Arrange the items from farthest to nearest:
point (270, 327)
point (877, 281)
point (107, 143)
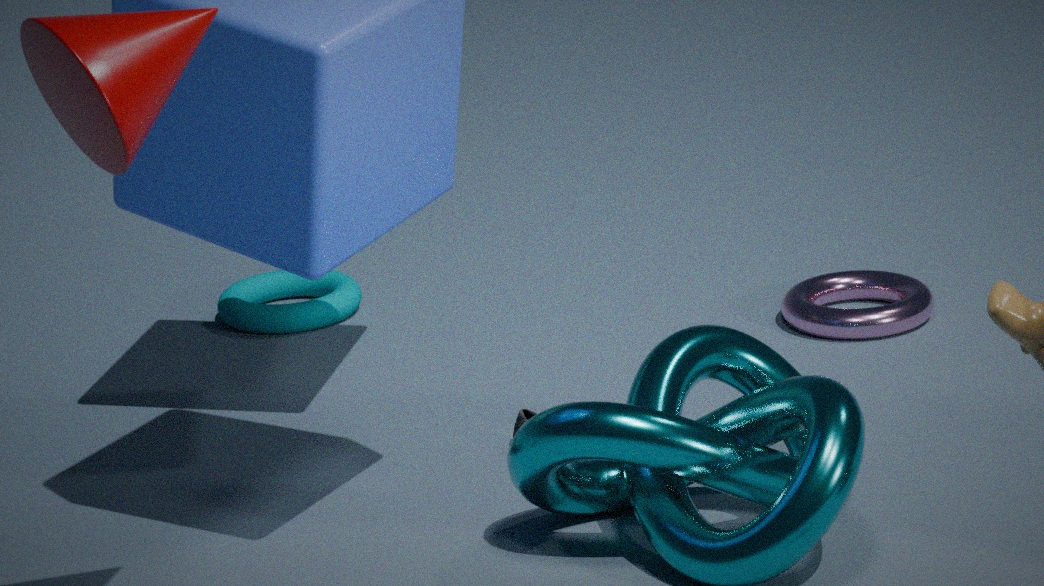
1. point (270, 327)
2. point (877, 281)
3. point (107, 143)
